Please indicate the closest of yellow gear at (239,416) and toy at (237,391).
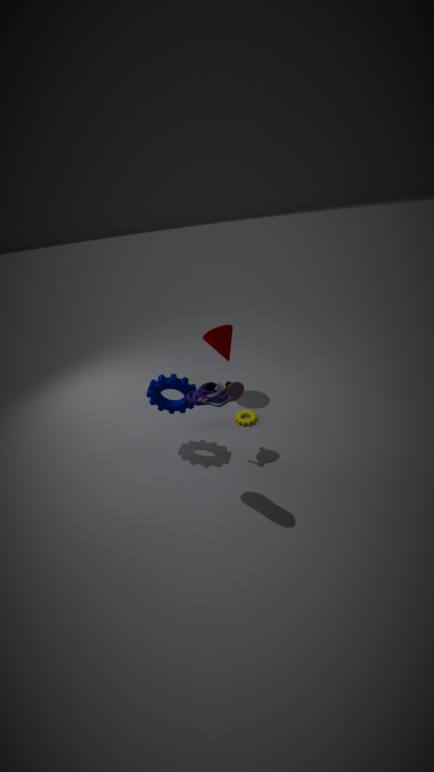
toy at (237,391)
